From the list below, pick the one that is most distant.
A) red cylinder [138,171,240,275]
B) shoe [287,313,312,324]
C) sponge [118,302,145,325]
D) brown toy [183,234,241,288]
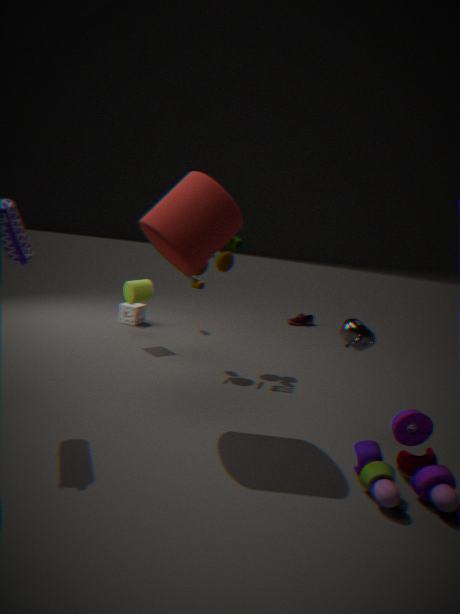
shoe [287,313,312,324]
